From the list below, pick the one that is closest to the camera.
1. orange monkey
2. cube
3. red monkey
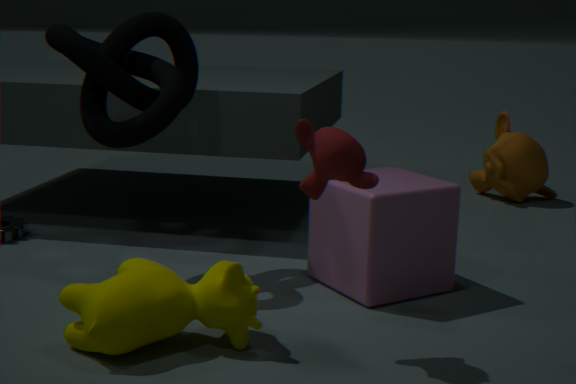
red monkey
